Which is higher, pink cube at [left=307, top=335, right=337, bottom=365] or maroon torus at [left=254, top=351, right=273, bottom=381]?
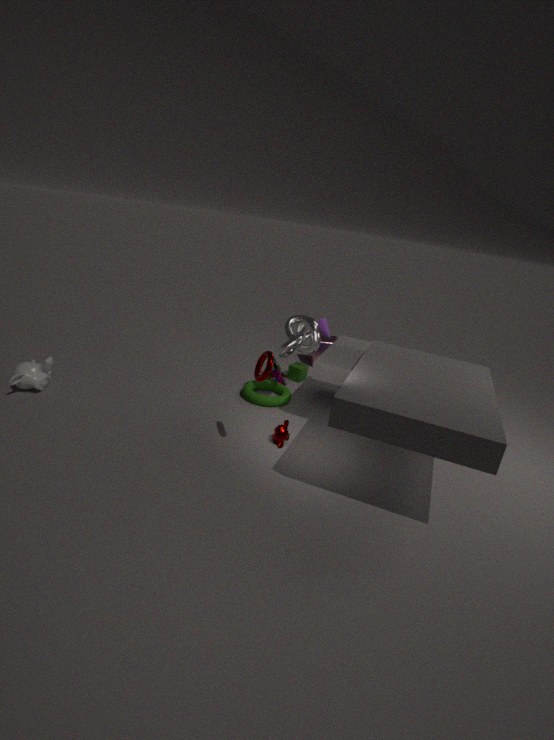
maroon torus at [left=254, top=351, right=273, bottom=381]
